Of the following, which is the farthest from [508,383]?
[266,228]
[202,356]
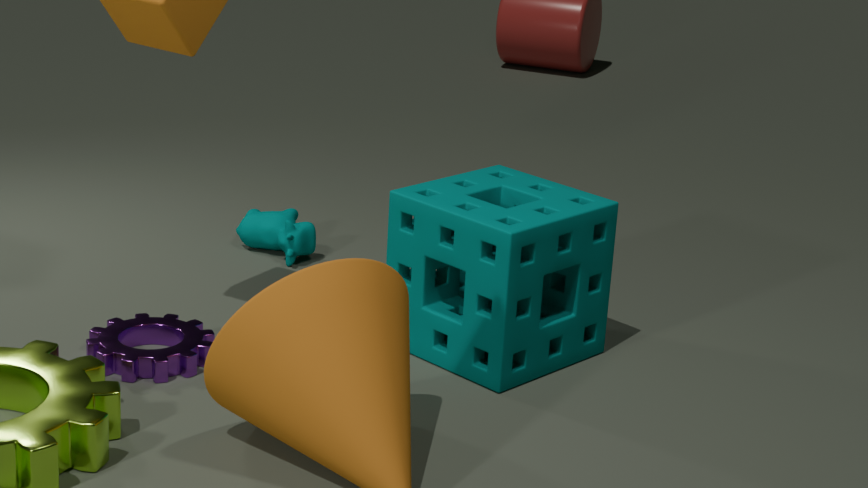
[266,228]
